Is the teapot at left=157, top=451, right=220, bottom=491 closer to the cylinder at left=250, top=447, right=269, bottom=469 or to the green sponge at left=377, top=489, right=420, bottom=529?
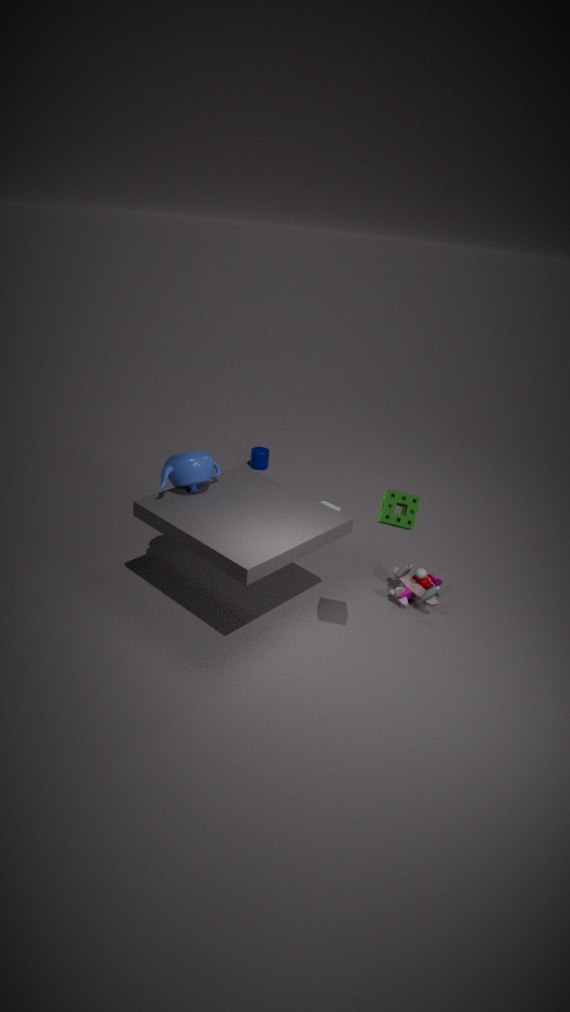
the green sponge at left=377, top=489, right=420, bottom=529
